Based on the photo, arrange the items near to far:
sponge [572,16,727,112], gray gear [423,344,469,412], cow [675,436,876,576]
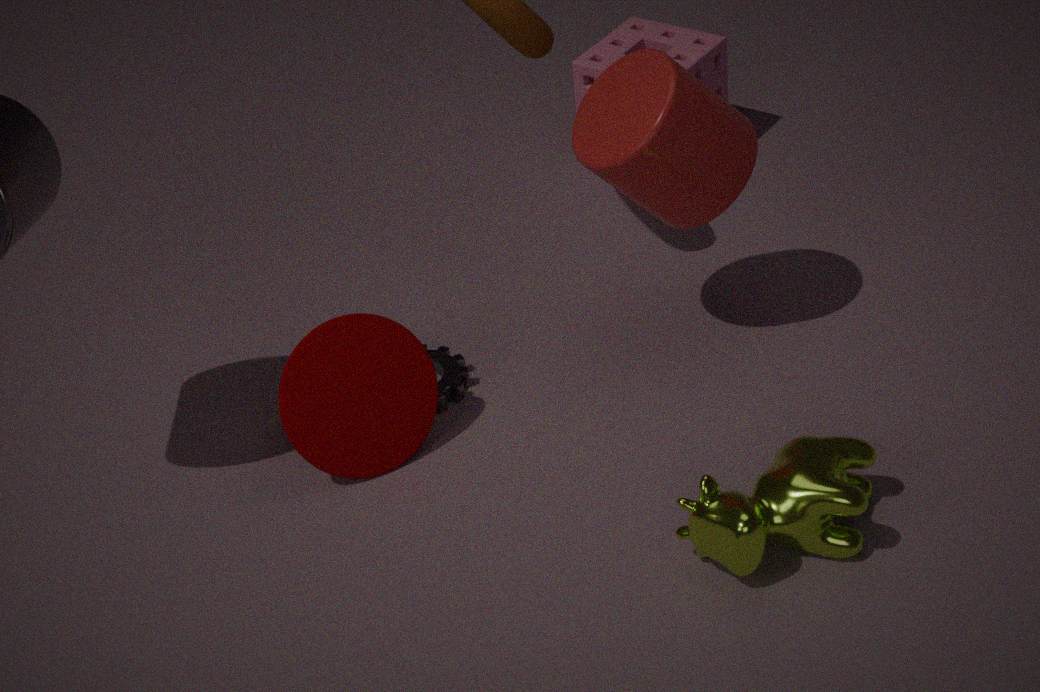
cow [675,436,876,576] < gray gear [423,344,469,412] < sponge [572,16,727,112]
